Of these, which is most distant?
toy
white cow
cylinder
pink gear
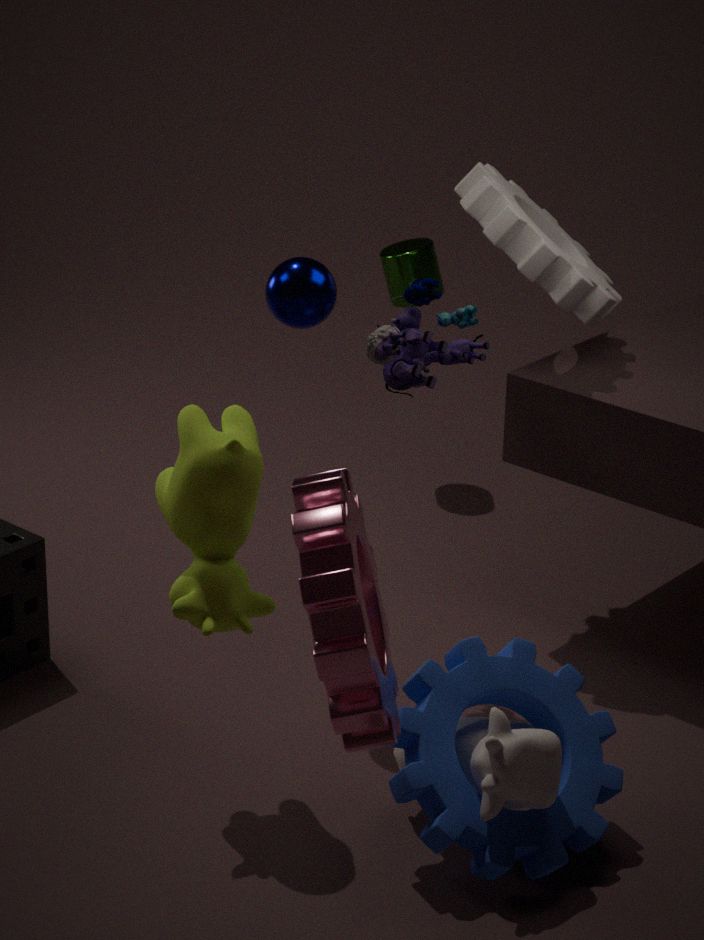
cylinder
